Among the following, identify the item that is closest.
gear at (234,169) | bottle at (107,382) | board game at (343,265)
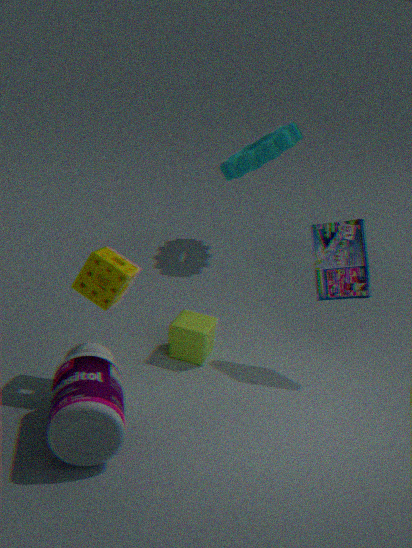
bottle at (107,382)
